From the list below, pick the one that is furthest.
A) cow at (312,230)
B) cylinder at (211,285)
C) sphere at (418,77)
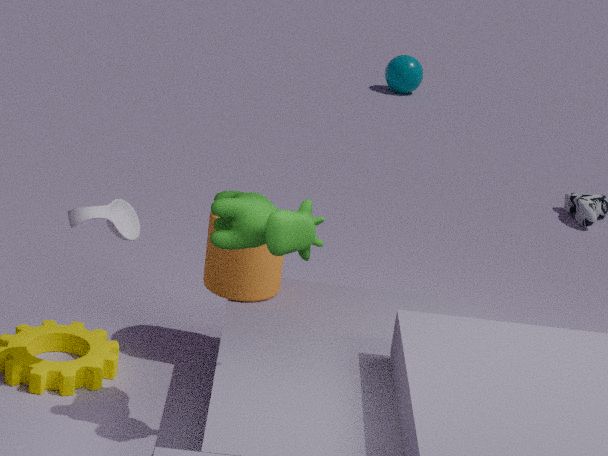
sphere at (418,77)
